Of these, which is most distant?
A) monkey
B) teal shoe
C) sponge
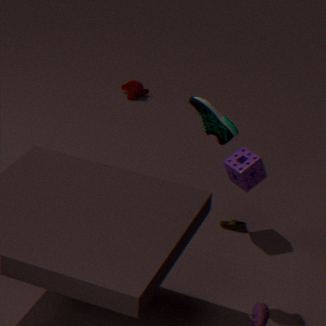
monkey
